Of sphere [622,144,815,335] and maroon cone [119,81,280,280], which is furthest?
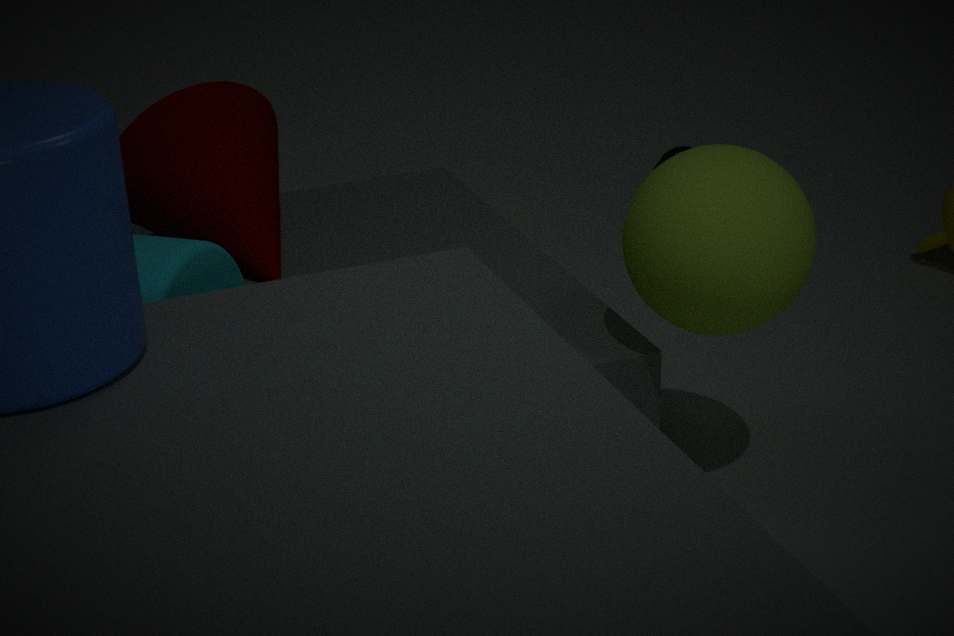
maroon cone [119,81,280,280]
